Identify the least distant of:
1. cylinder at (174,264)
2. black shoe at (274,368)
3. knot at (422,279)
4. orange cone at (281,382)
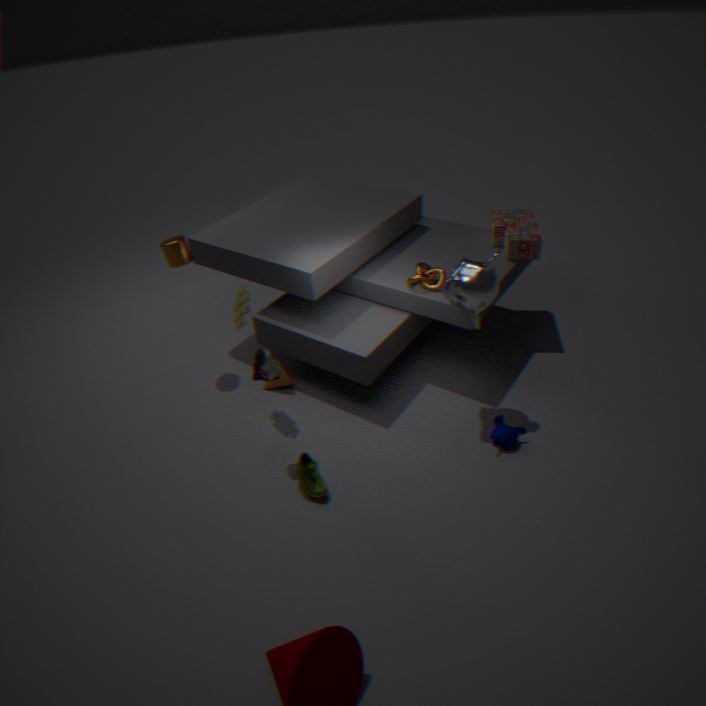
black shoe at (274,368)
